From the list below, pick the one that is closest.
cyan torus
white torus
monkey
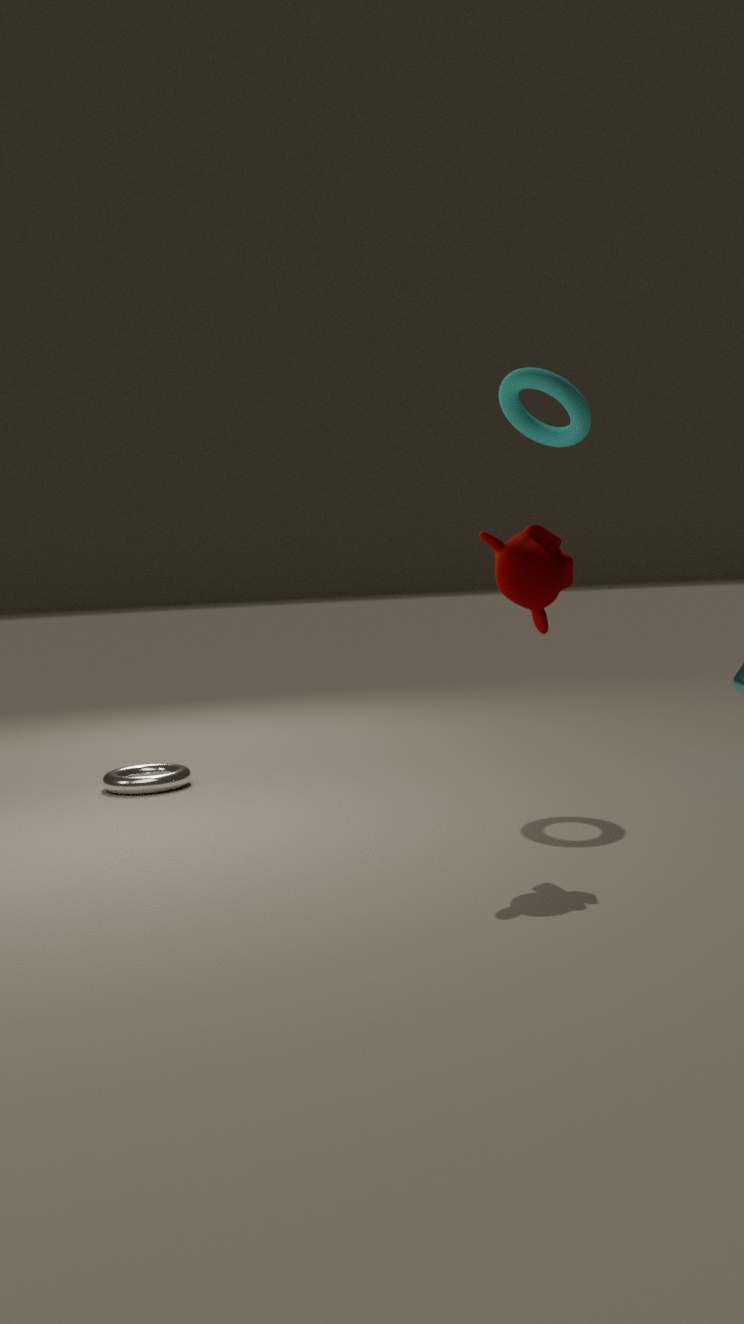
monkey
